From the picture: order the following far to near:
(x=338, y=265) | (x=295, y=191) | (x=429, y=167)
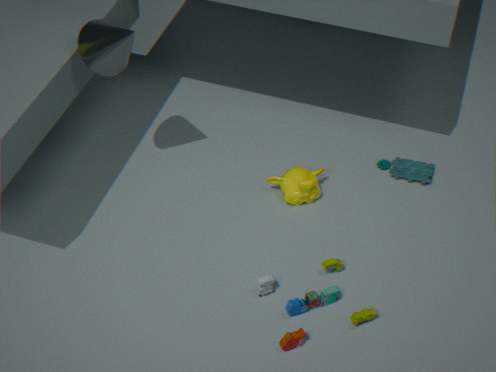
(x=429, y=167), (x=295, y=191), (x=338, y=265)
